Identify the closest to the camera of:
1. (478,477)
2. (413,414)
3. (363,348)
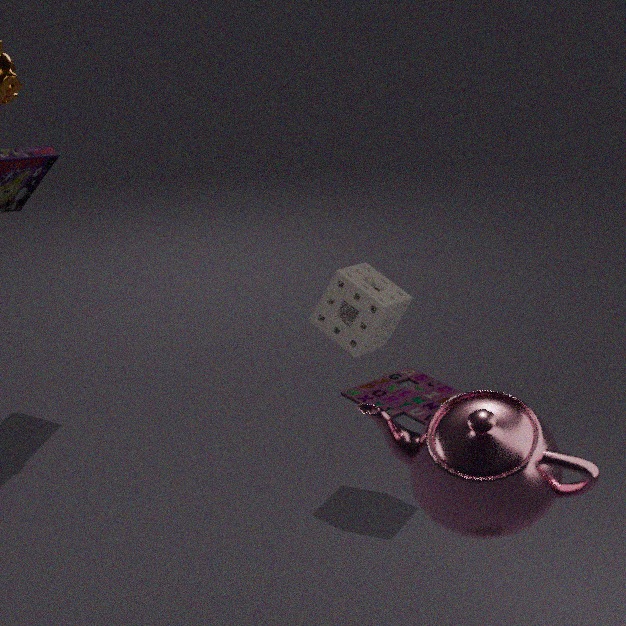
(478,477)
